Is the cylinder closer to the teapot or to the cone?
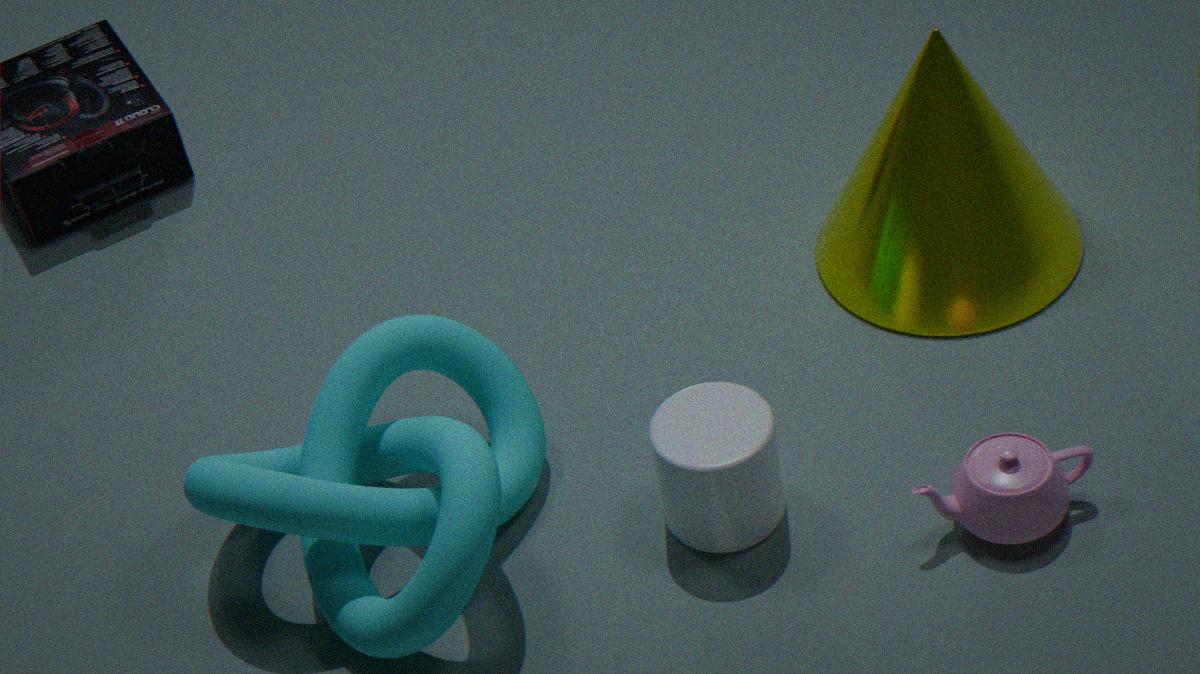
the teapot
